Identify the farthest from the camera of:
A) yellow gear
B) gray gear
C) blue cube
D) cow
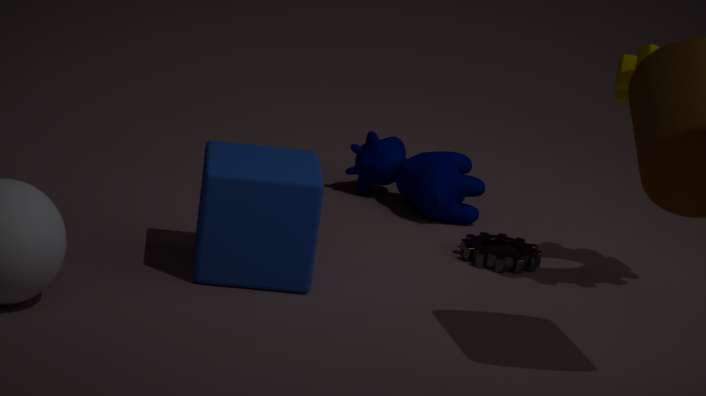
cow
